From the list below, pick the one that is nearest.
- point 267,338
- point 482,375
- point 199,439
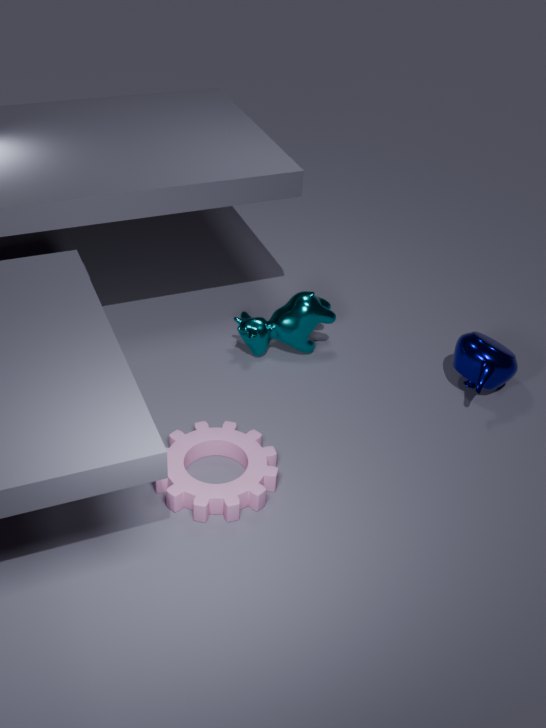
point 199,439
